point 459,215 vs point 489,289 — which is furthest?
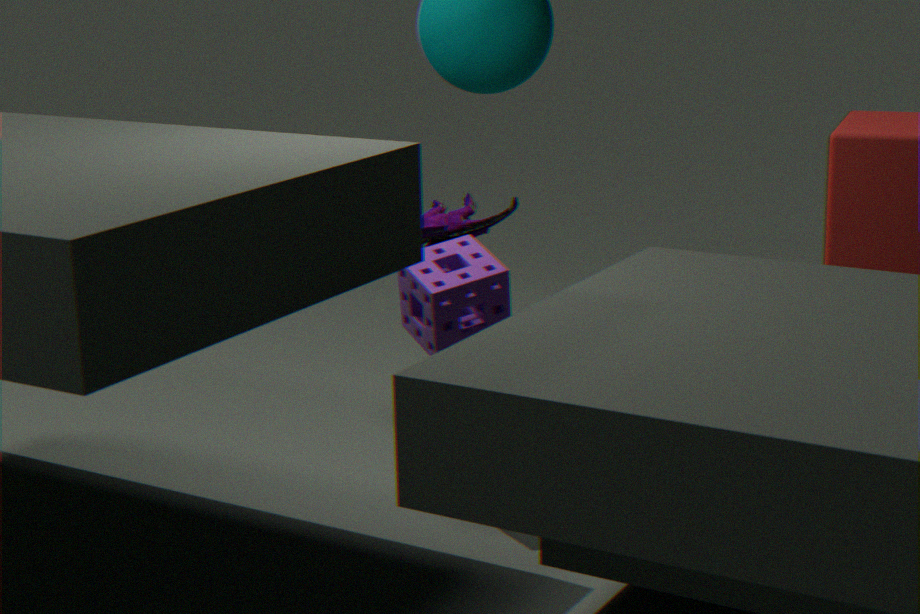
point 459,215
